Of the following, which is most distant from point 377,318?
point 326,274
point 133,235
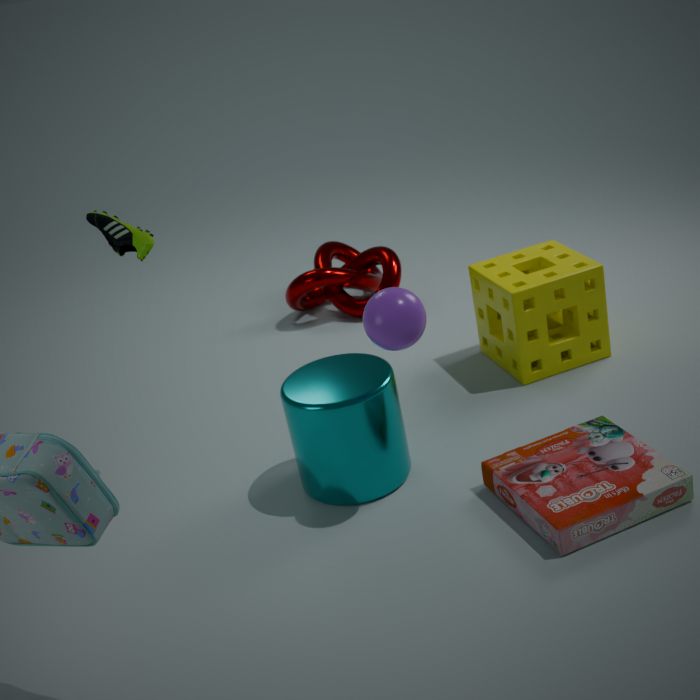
point 326,274
